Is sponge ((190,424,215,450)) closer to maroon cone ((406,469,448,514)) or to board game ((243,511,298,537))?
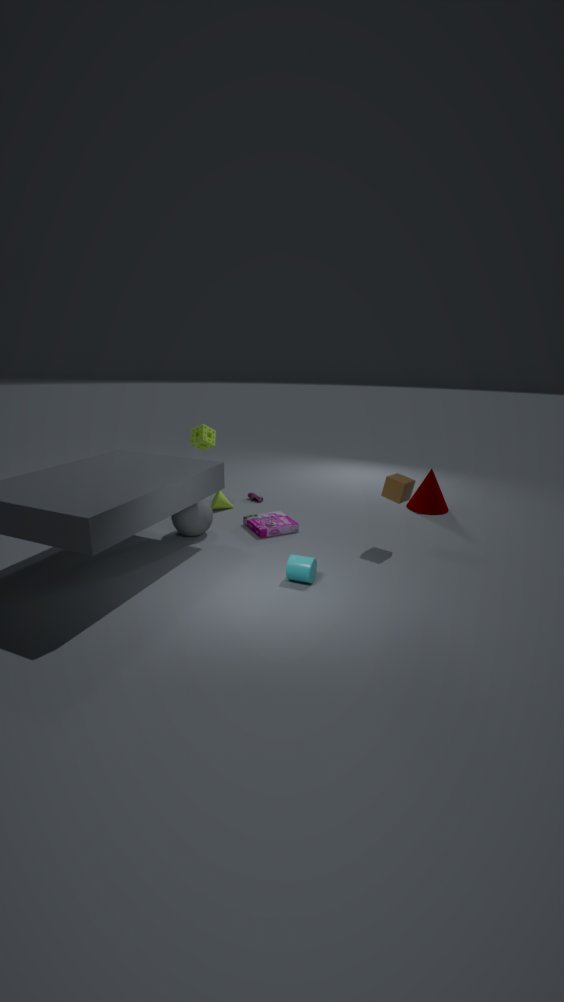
board game ((243,511,298,537))
